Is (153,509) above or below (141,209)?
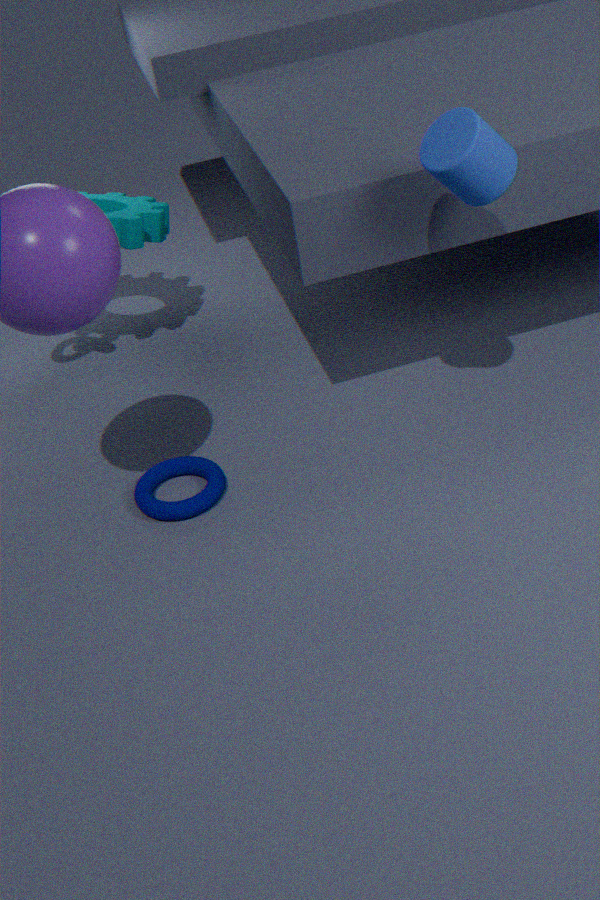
below
